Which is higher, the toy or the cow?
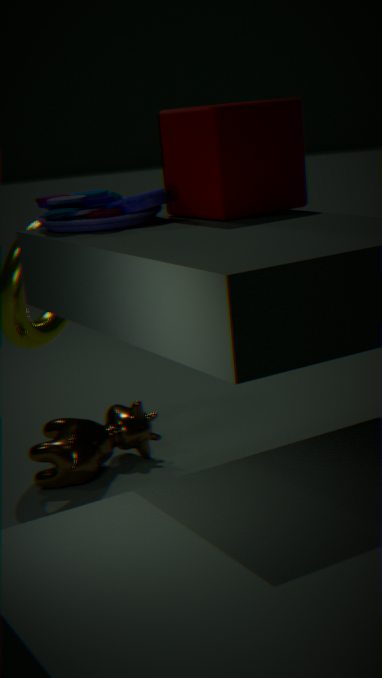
the toy
